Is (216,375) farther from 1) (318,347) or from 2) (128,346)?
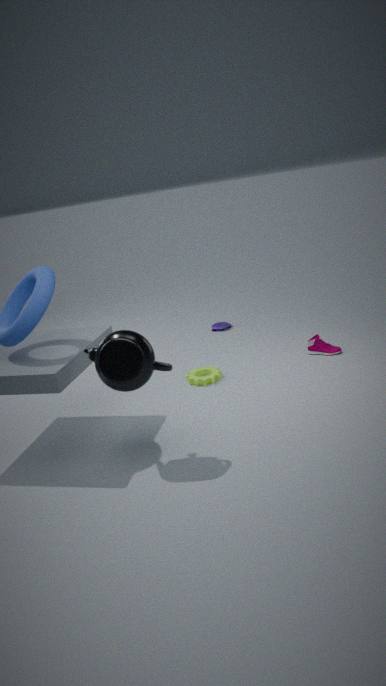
2) (128,346)
